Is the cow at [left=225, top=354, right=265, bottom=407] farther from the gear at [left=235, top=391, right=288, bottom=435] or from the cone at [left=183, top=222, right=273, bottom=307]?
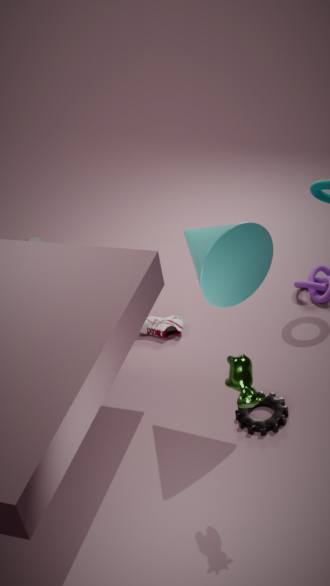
the gear at [left=235, top=391, right=288, bottom=435]
